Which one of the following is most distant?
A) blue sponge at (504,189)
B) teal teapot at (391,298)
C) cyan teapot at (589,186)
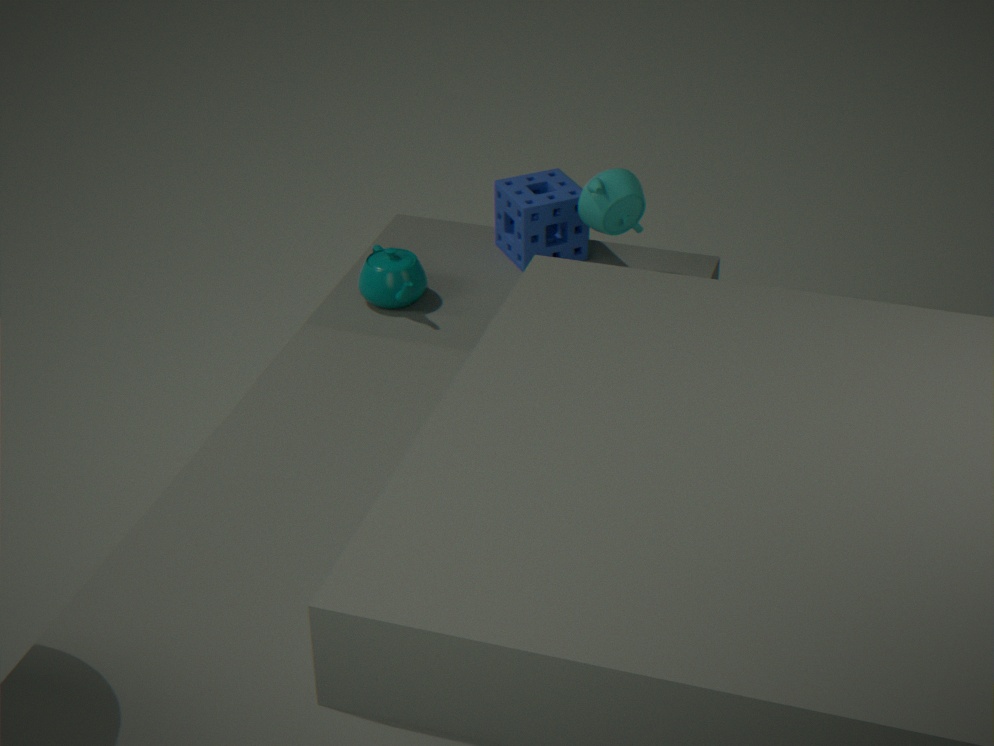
blue sponge at (504,189)
